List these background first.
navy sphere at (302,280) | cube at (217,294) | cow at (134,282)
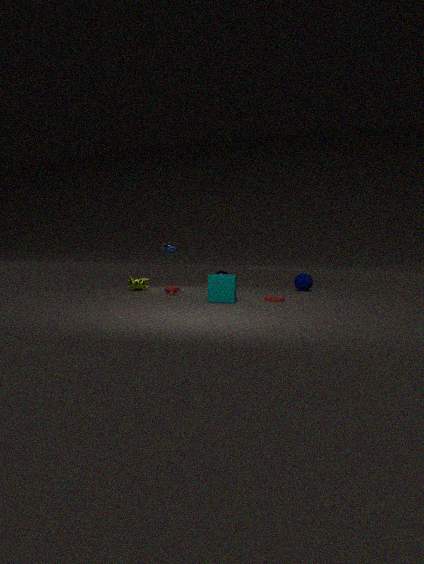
1. navy sphere at (302,280)
2. cow at (134,282)
3. cube at (217,294)
